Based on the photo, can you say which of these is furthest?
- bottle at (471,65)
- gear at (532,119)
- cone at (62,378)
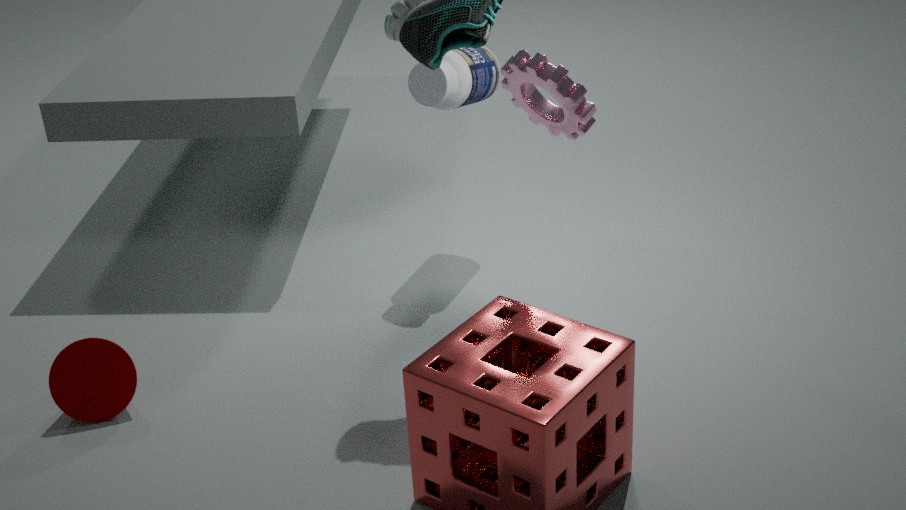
bottle at (471,65)
